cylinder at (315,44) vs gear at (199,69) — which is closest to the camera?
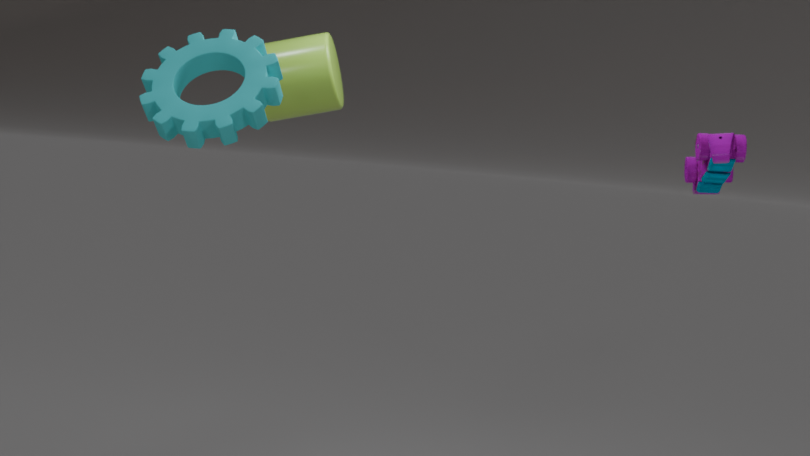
gear at (199,69)
